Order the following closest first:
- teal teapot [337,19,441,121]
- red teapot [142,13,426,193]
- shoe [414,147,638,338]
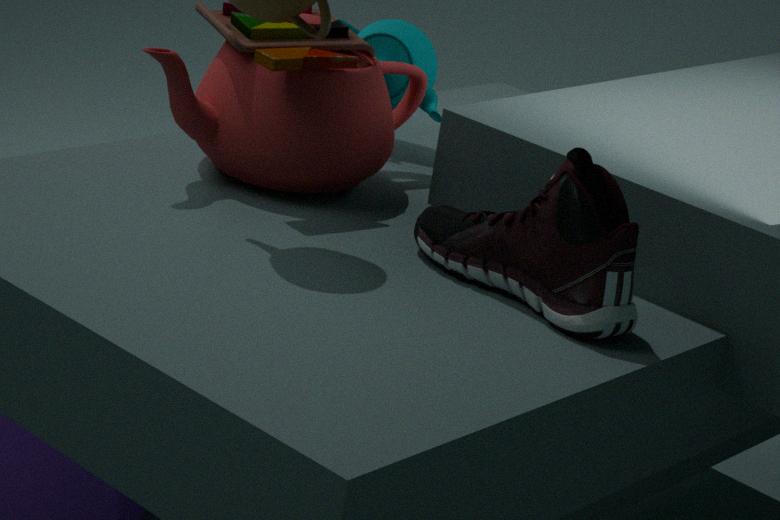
shoe [414,147,638,338] < red teapot [142,13,426,193] < teal teapot [337,19,441,121]
